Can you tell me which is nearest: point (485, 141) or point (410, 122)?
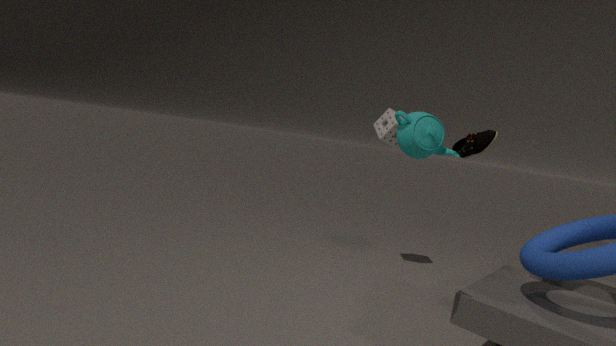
point (410, 122)
